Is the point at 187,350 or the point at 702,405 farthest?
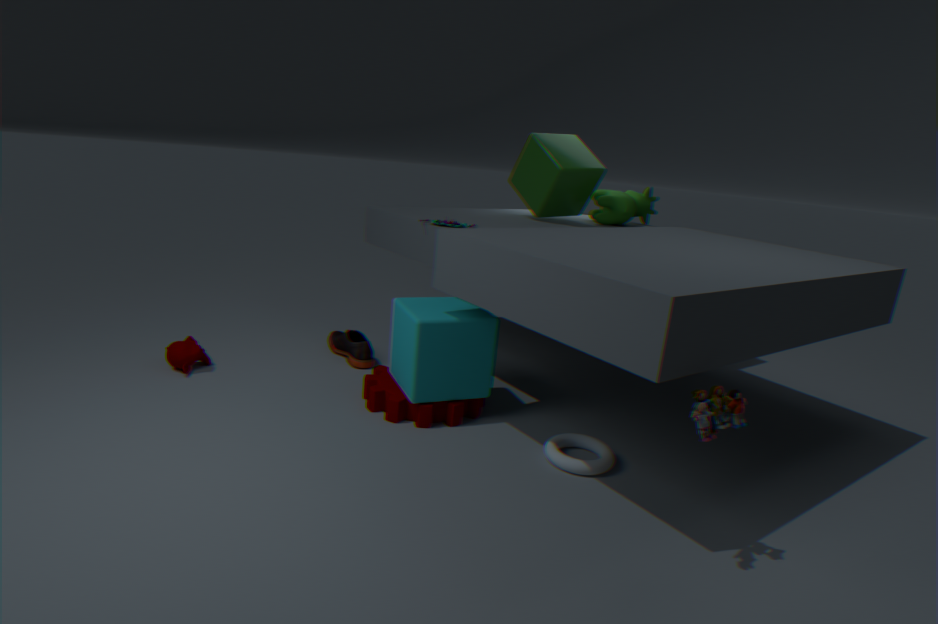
the point at 187,350
